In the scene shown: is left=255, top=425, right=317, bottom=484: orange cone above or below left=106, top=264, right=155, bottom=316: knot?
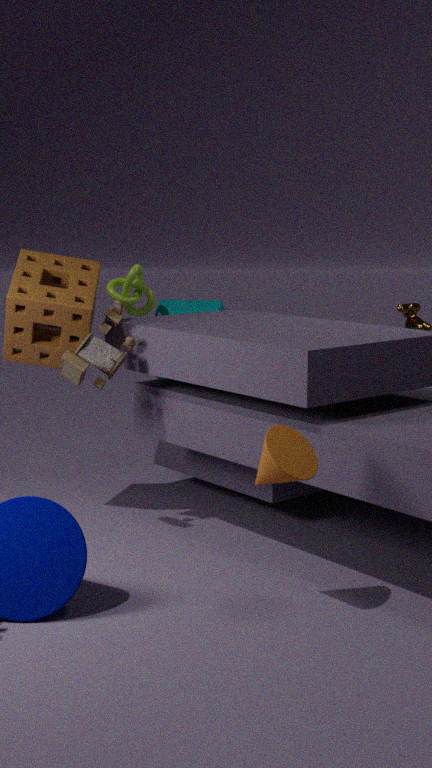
below
